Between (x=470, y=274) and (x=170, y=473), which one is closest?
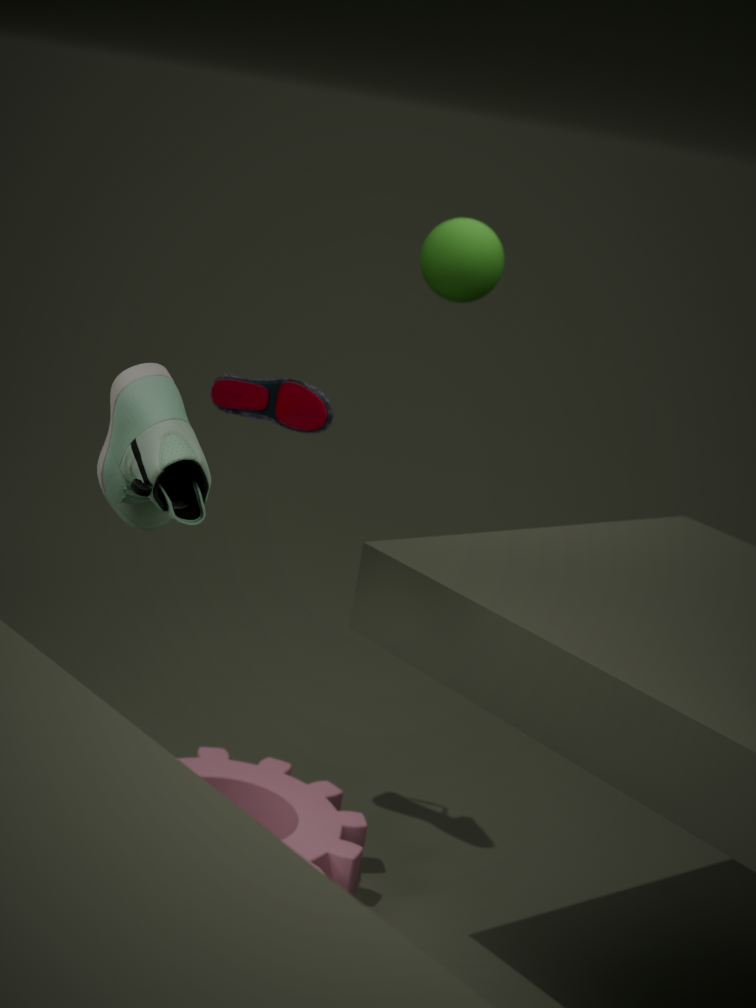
(x=170, y=473)
